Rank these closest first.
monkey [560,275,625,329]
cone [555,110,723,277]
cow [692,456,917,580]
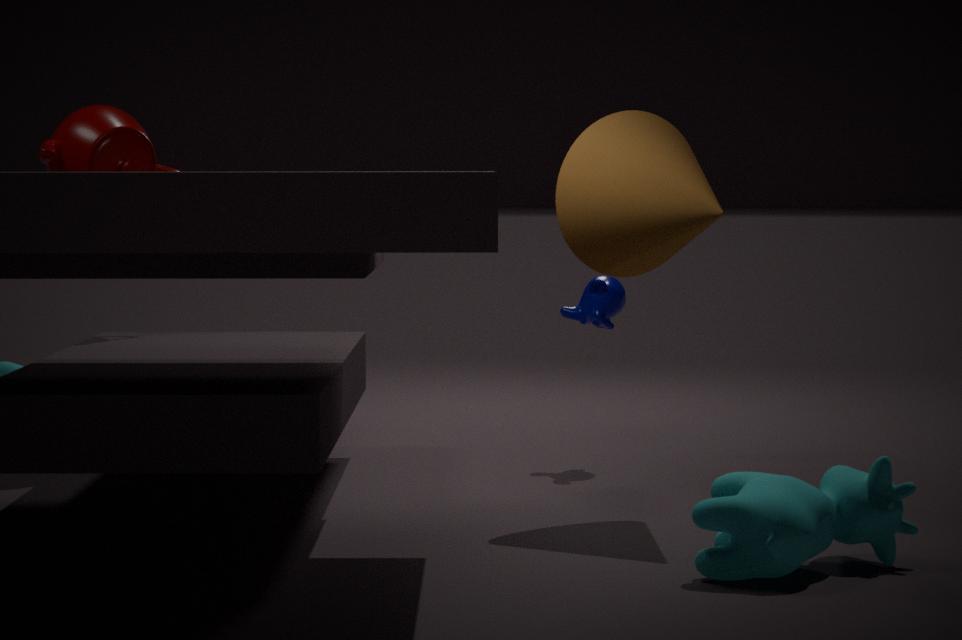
cow [692,456,917,580], cone [555,110,723,277], monkey [560,275,625,329]
